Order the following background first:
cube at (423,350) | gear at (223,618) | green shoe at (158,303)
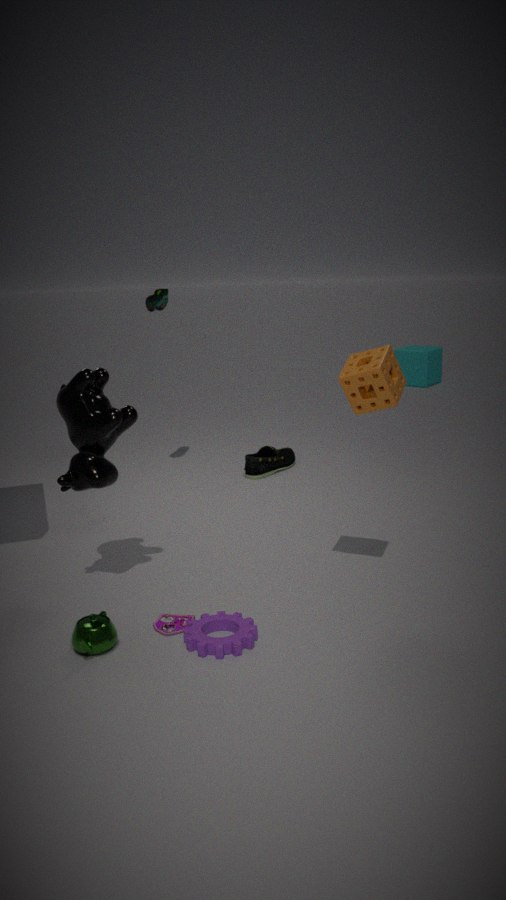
cube at (423,350) → green shoe at (158,303) → gear at (223,618)
